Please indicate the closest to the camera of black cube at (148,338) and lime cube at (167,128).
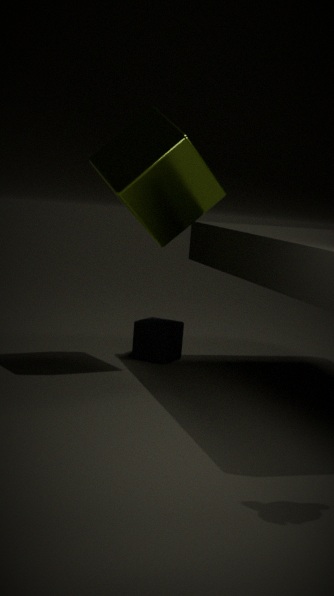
lime cube at (167,128)
